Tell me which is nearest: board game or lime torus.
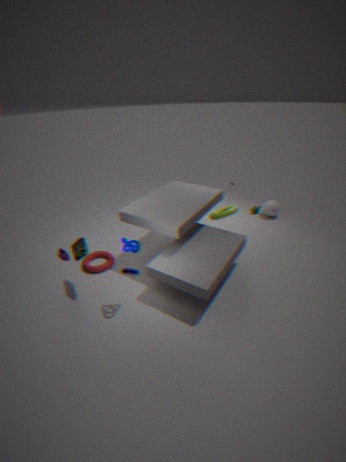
board game
